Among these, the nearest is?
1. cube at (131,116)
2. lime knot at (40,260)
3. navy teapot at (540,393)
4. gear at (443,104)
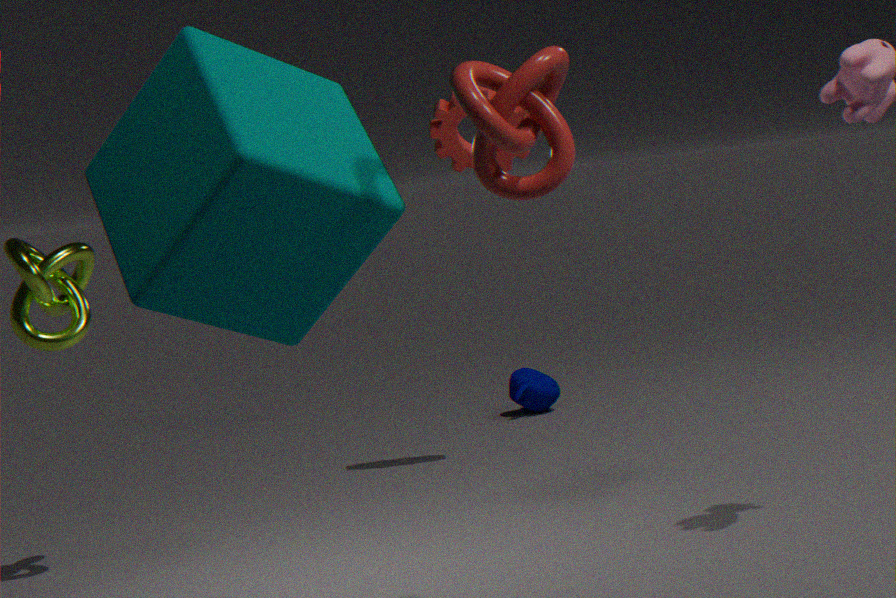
cube at (131,116)
